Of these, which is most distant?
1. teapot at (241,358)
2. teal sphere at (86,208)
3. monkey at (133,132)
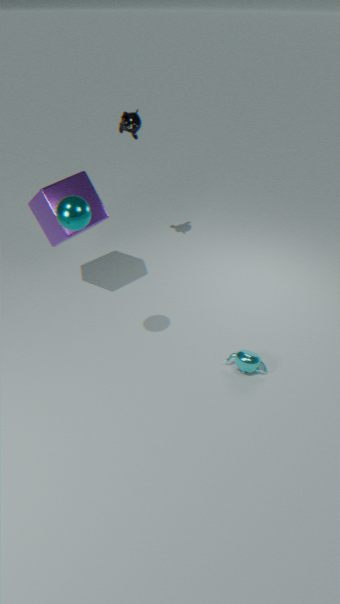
monkey at (133,132)
